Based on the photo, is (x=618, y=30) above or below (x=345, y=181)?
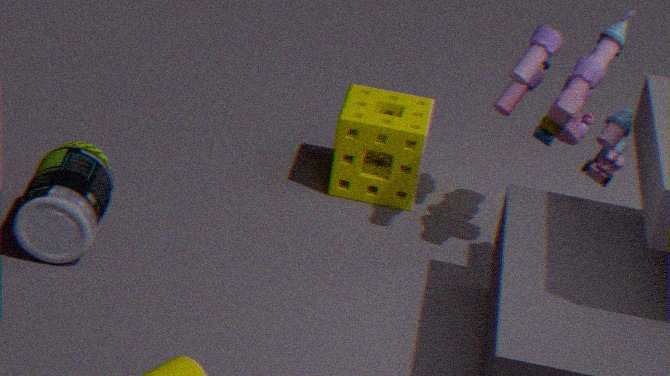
above
